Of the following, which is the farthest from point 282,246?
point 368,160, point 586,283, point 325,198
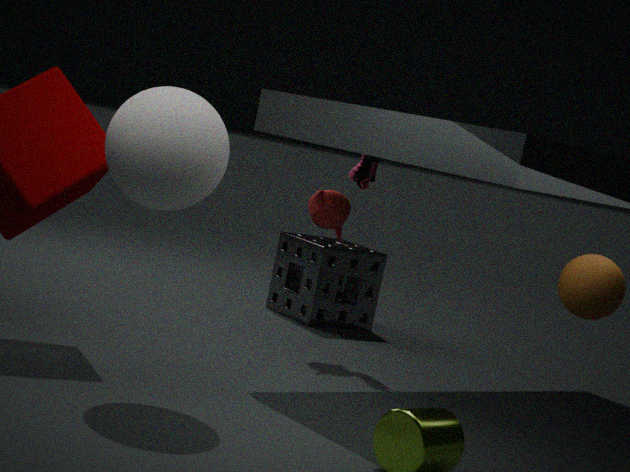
point 586,283
